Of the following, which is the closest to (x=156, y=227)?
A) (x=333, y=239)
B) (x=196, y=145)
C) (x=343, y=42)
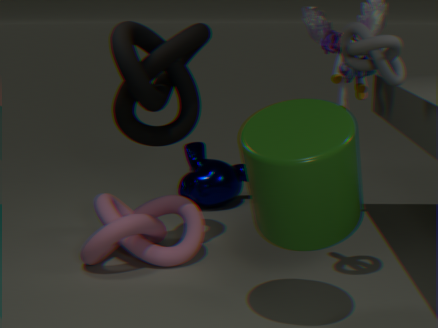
(x=196, y=145)
